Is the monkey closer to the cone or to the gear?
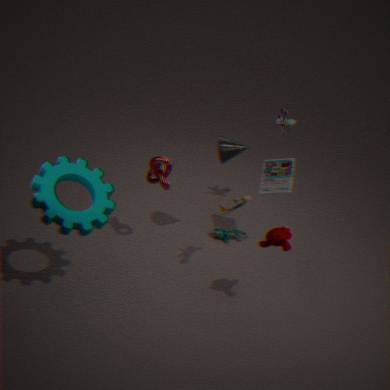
the cone
